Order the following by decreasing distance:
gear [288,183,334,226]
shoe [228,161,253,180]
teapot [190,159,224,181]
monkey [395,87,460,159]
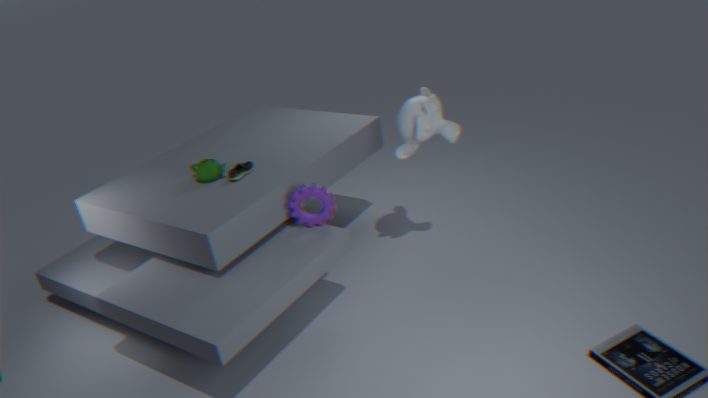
1. teapot [190,159,224,181]
2. shoe [228,161,253,180]
3. monkey [395,87,460,159]
4. gear [288,183,334,226]
